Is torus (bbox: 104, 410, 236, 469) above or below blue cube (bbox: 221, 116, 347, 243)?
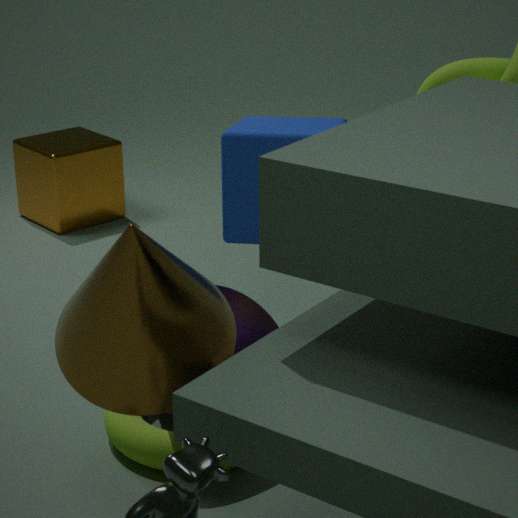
below
